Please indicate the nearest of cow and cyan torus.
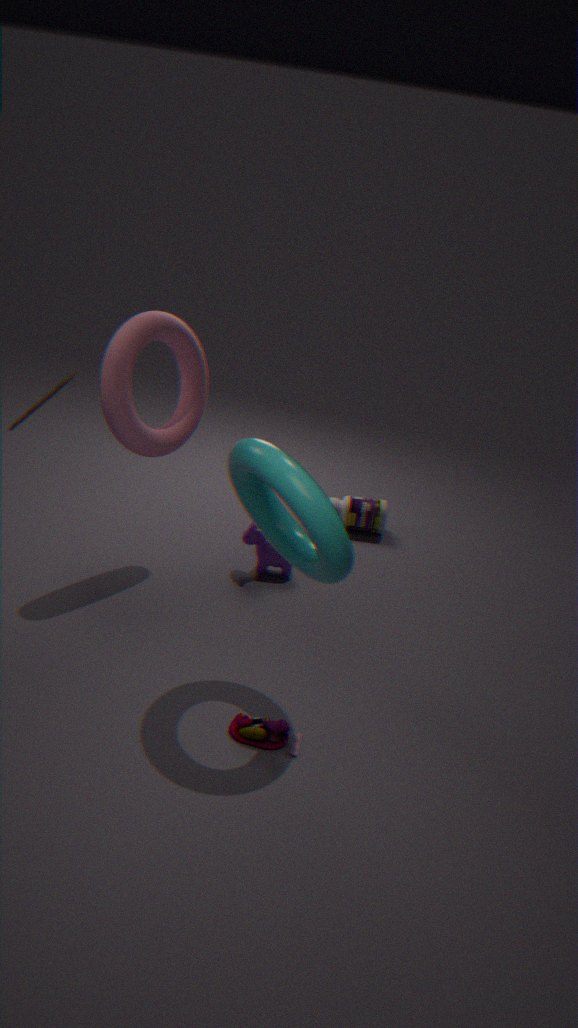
A: cyan torus
